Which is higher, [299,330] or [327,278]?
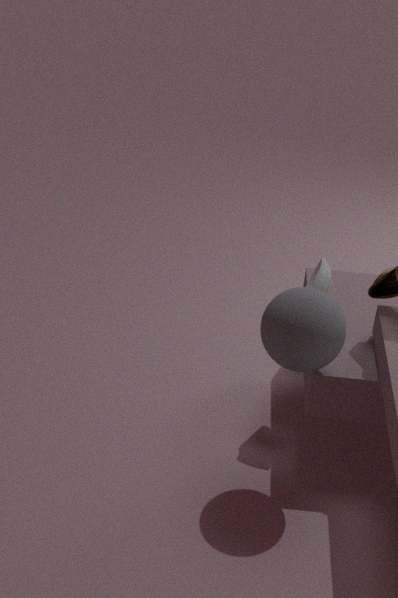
[299,330]
